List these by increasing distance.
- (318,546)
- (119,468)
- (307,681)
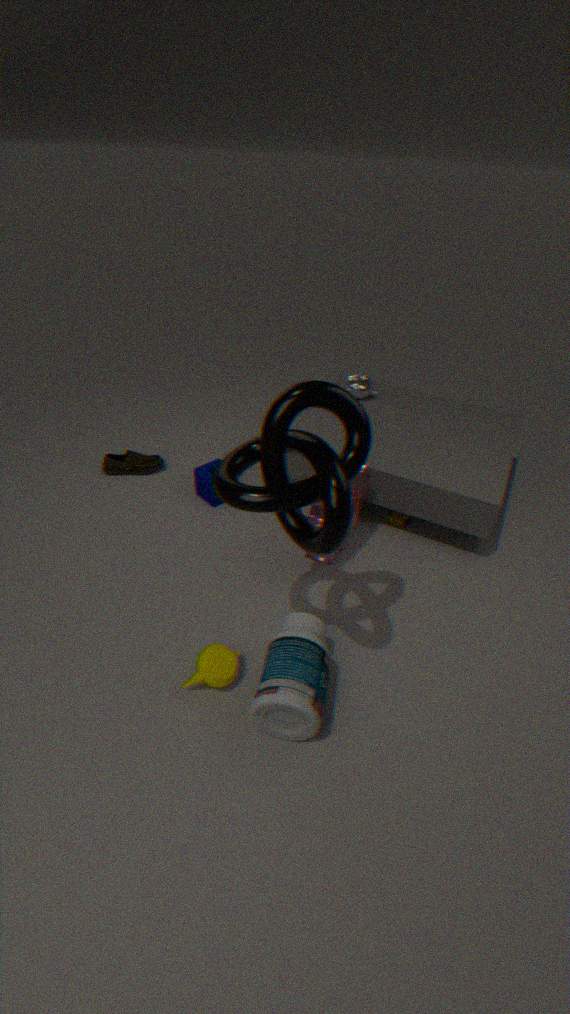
1. (318,546)
2. (307,681)
3. (119,468)
